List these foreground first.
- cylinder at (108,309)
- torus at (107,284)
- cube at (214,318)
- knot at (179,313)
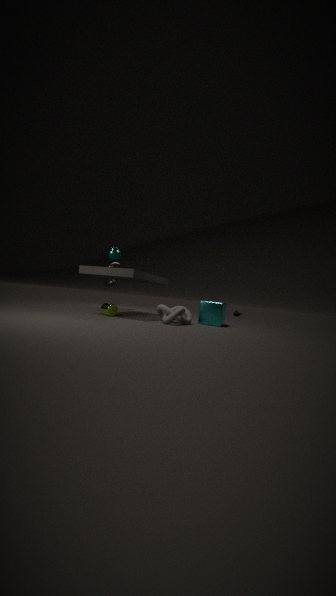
knot at (179,313) < cylinder at (108,309) < cube at (214,318) < torus at (107,284)
